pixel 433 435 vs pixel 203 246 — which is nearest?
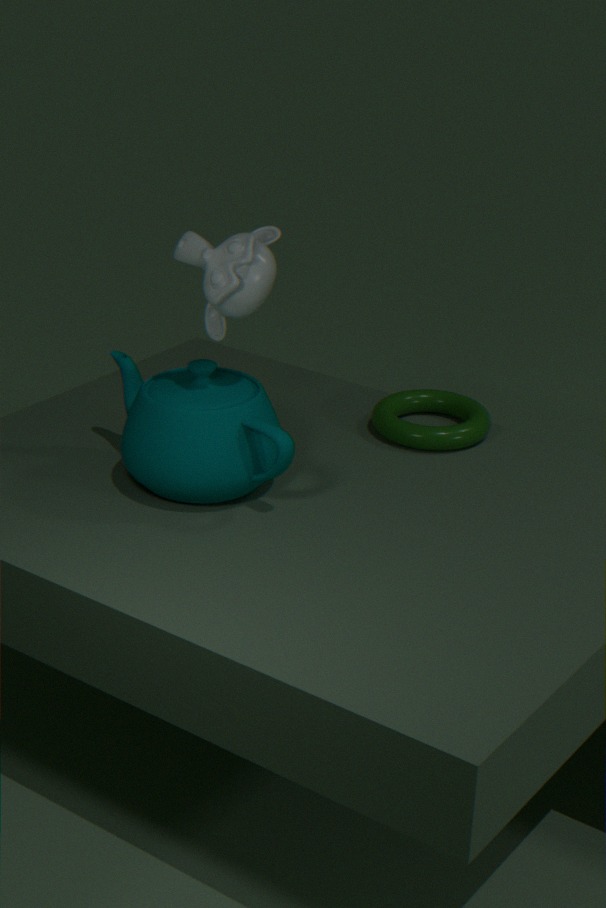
pixel 203 246
